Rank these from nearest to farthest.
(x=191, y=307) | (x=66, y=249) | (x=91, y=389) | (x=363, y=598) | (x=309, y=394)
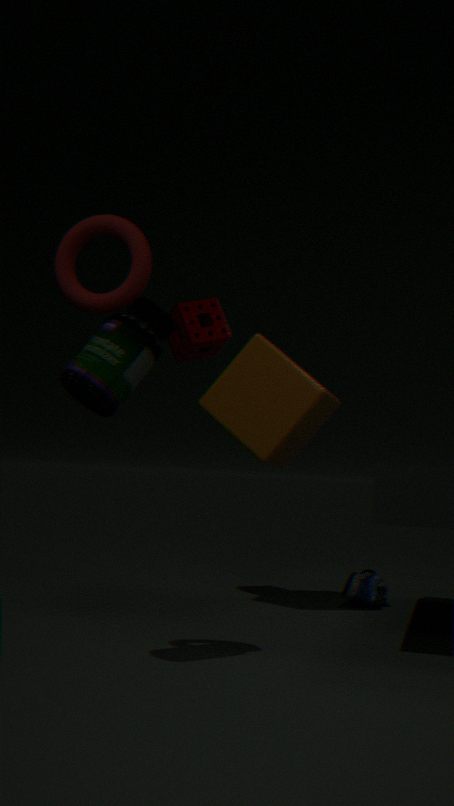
(x=91, y=389) < (x=66, y=249) < (x=309, y=394) < (x=191, y=307) < (x=363, y=598)
